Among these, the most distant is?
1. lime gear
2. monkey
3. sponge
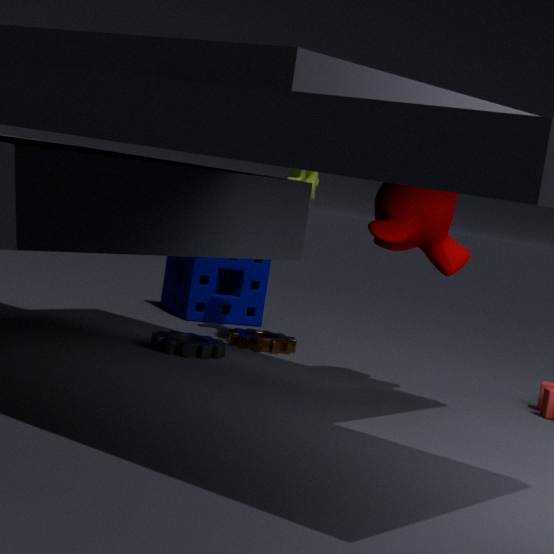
sponge
